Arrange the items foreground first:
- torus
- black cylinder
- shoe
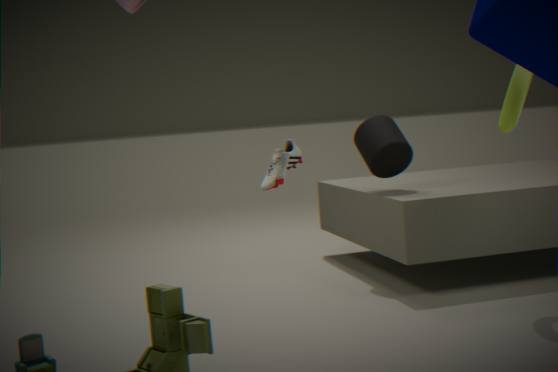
shoe < torus < black cylinder
